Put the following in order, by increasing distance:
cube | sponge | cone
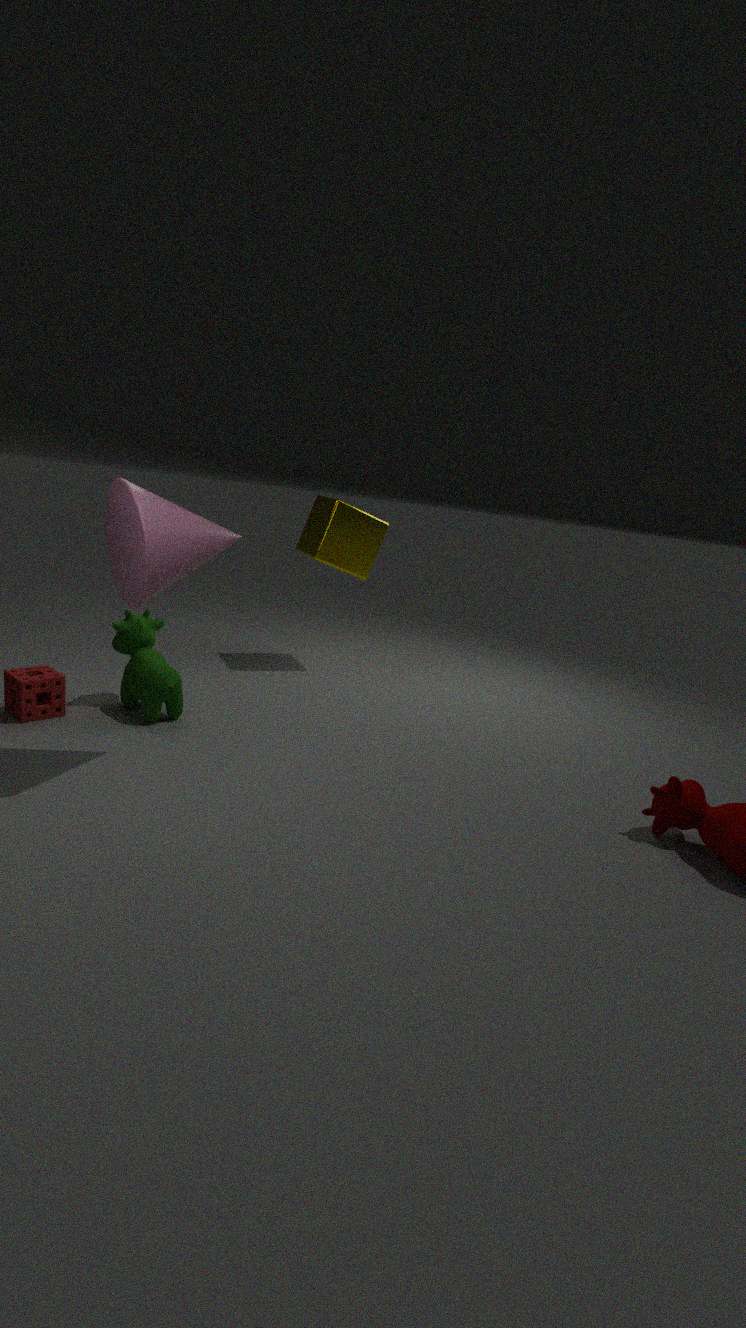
cone, sponge, cube
